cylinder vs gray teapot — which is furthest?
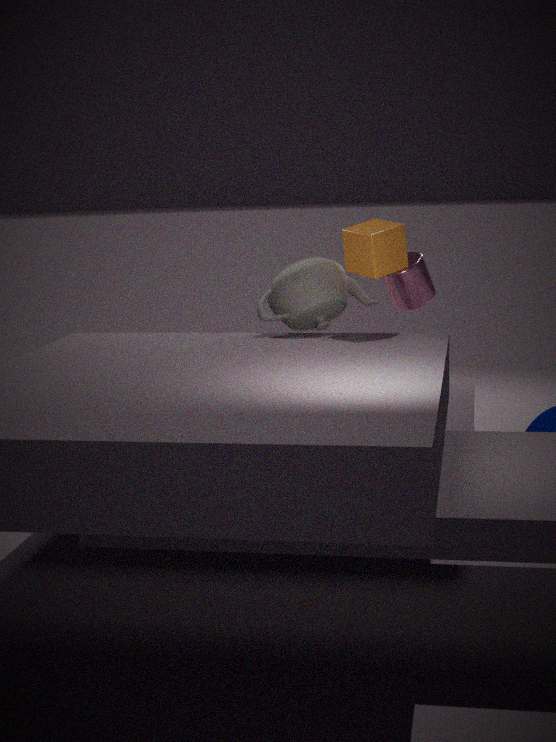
cylinder
